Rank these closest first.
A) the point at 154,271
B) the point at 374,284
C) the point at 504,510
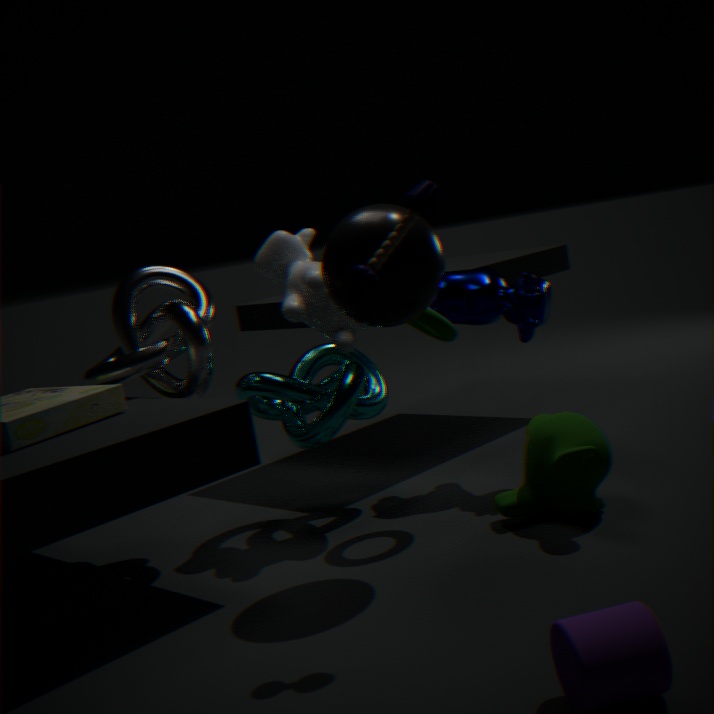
1. the point at 374,284
2. the point at 504,510
3. the point at 154,271
